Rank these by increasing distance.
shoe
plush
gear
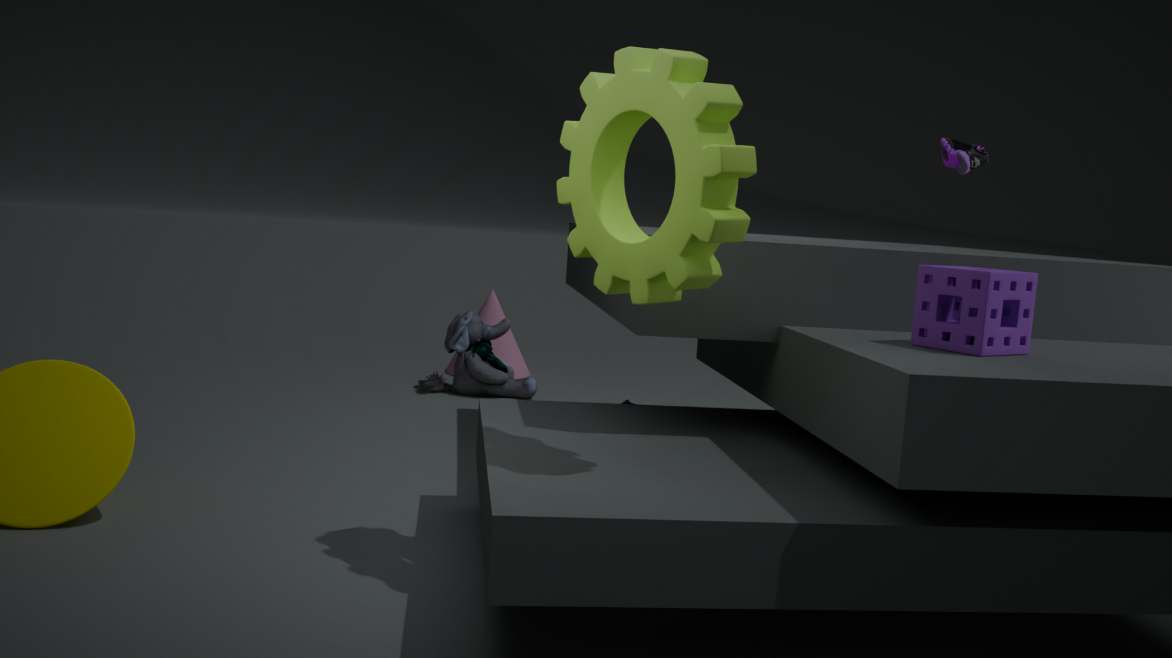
gear
shoe
plush
